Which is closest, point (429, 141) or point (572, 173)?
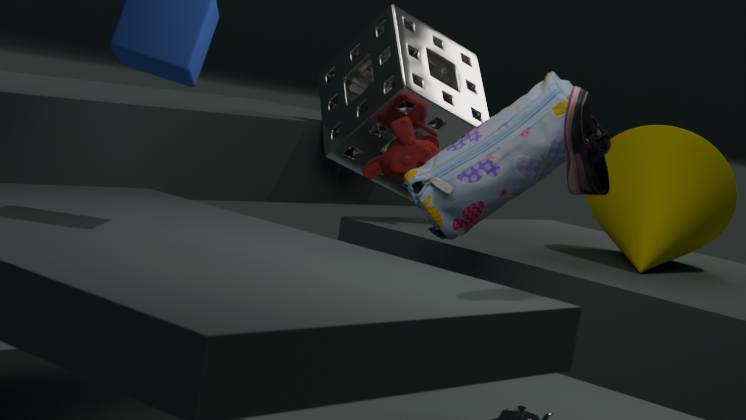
point (572, 173)
